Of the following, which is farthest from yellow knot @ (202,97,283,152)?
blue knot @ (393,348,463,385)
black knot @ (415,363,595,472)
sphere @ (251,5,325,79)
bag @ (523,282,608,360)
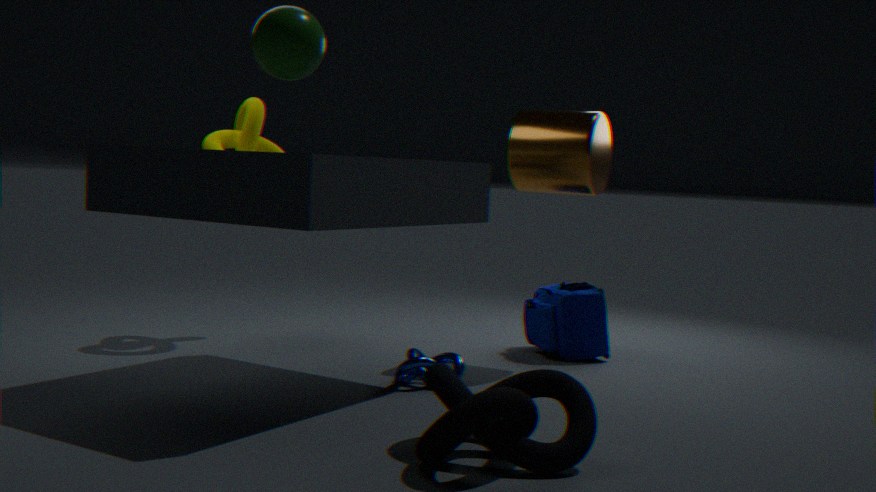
sphere @ (251,5,325,79)
